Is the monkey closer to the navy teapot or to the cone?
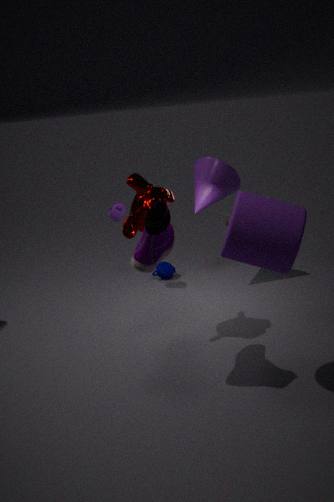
the cone
